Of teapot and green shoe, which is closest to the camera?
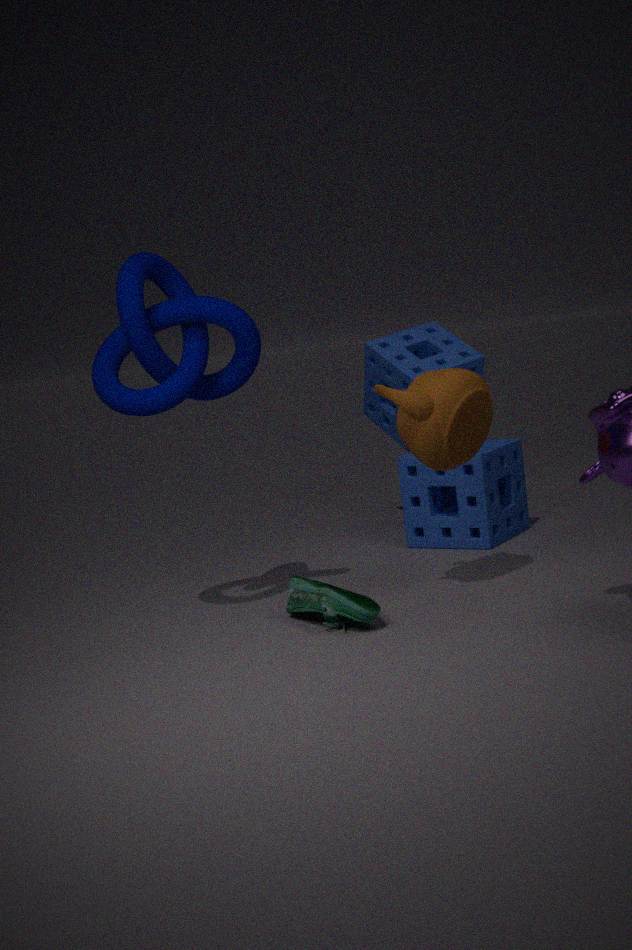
green shoe
